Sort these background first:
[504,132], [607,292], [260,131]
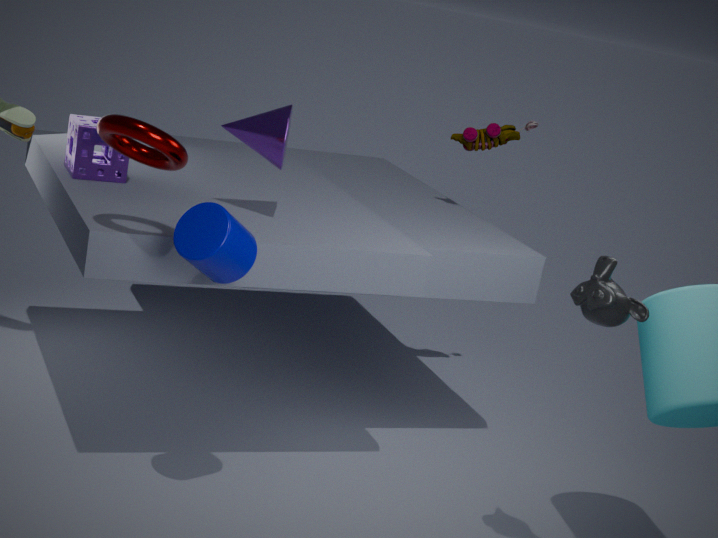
1. [504,132]
2. [260,131]
3. [607,292]
